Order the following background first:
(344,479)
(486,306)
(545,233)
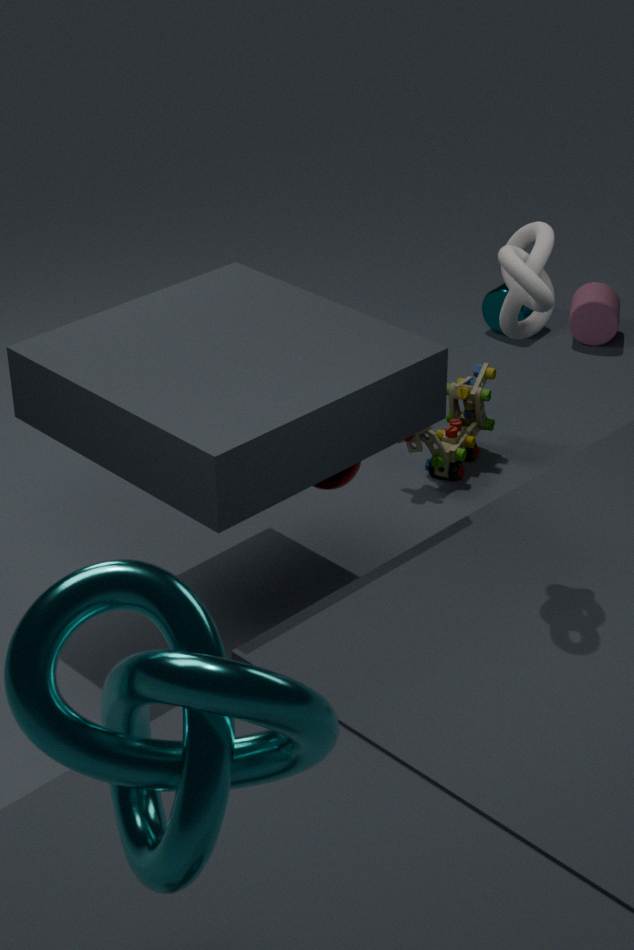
(486,306), (344,479), (545,233)
